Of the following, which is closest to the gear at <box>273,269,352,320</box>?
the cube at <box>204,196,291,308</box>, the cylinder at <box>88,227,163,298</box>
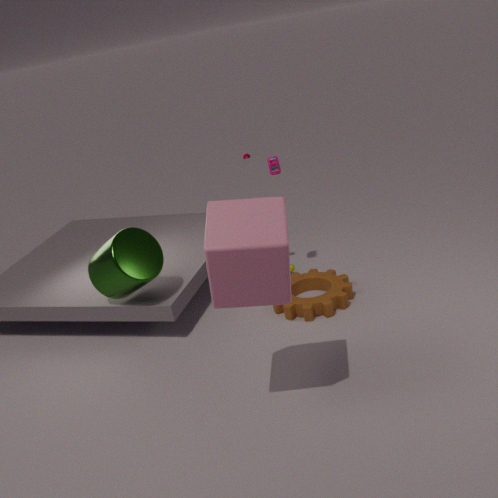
the cylinder at <box>88,227,163,298</box>
